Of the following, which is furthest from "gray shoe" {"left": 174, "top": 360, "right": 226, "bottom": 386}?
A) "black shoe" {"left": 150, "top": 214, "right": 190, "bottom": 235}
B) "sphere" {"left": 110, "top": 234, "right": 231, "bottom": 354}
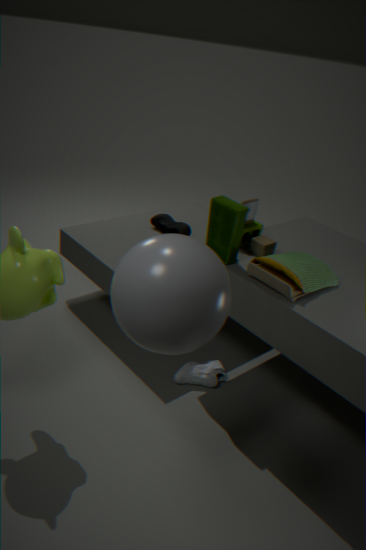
"sphere" {"left": 110, "top": 234, "right": 231, "bottom": 354}
